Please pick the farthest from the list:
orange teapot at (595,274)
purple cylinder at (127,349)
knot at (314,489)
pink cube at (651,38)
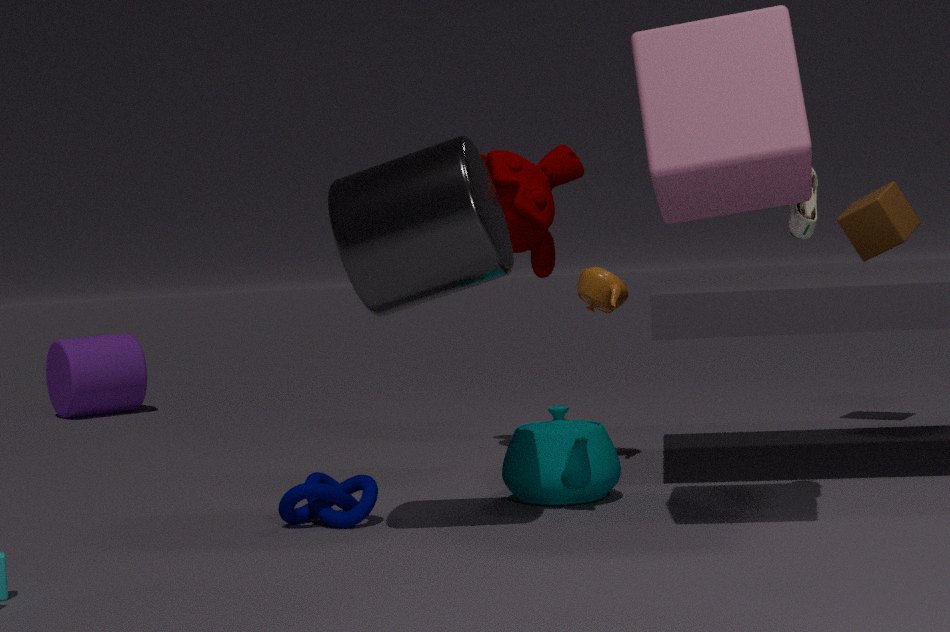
purple cylinder at (127,349)
